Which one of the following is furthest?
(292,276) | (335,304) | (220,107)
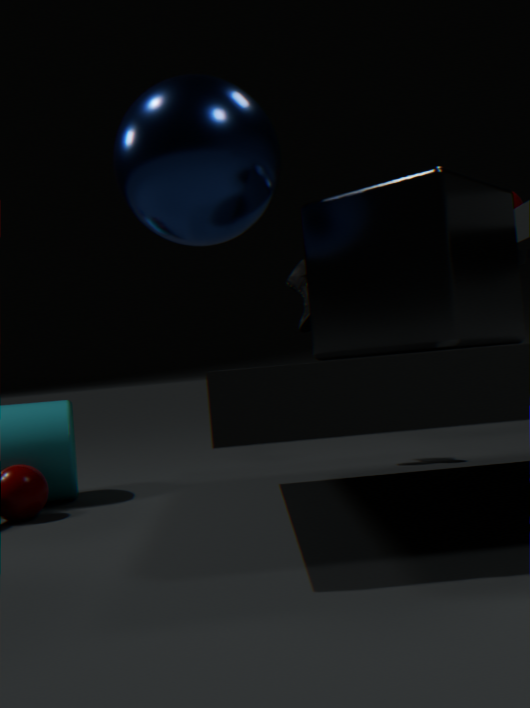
(292,276)
